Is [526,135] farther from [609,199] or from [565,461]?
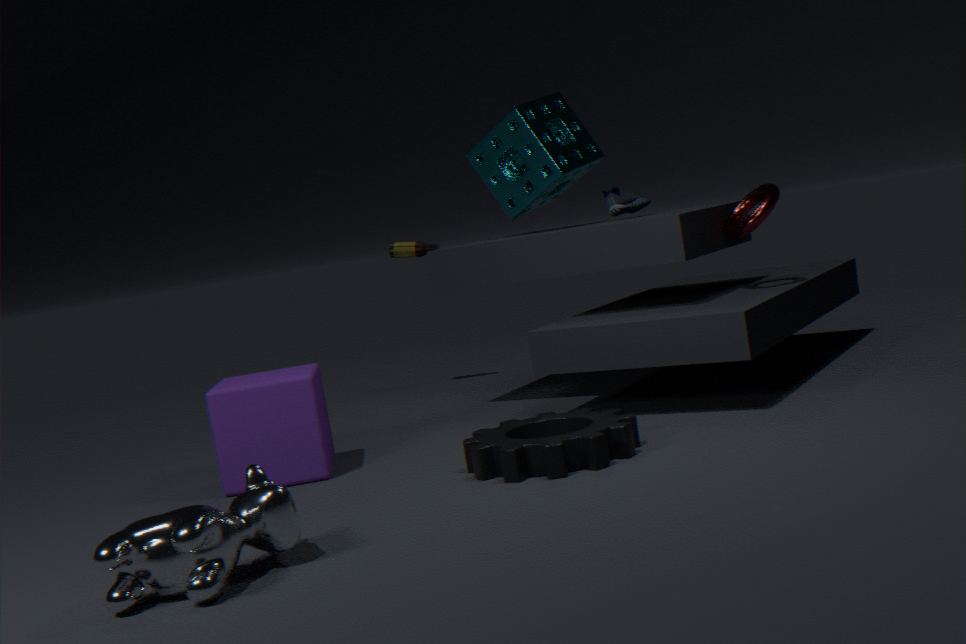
[565,461]
